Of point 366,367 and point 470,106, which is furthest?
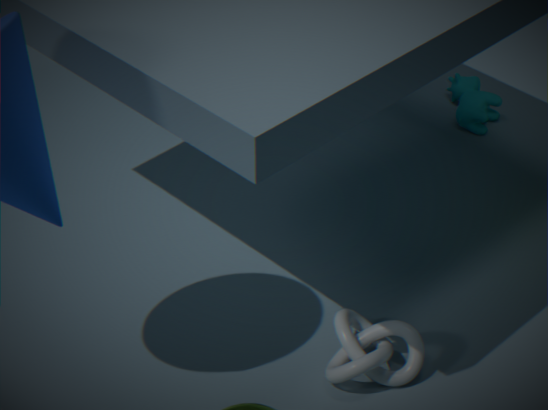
point 470,106
